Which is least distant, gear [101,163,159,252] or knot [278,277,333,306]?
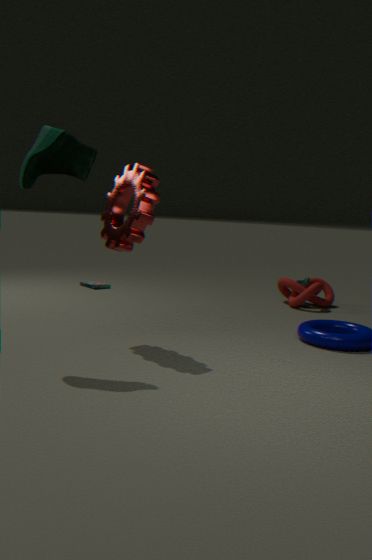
gear [101,163,159,252]
